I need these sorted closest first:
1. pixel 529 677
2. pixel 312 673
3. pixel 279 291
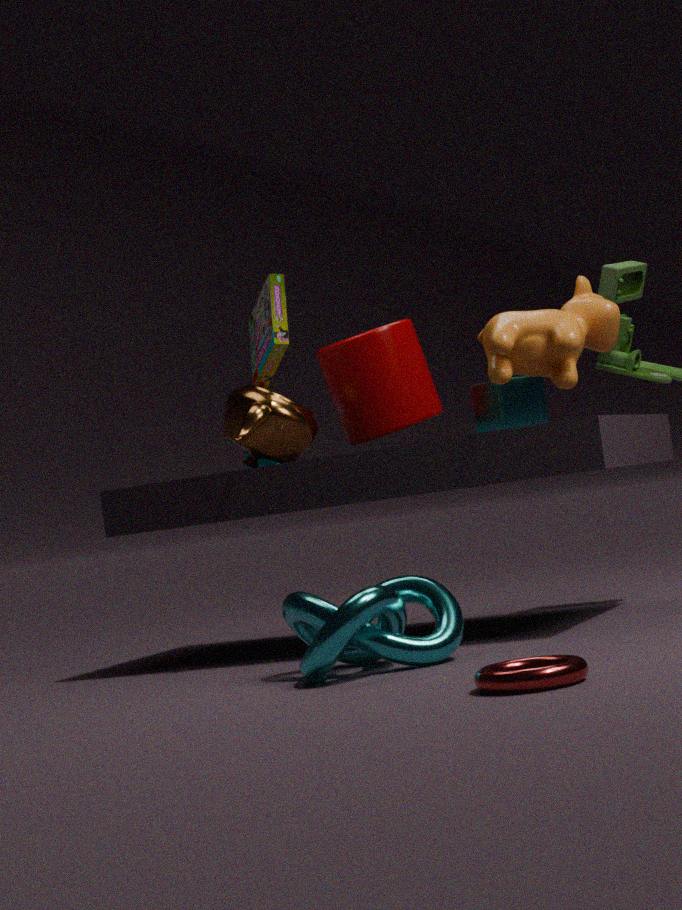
pixel 529 677
pixel 312 673
pixel 279 291
